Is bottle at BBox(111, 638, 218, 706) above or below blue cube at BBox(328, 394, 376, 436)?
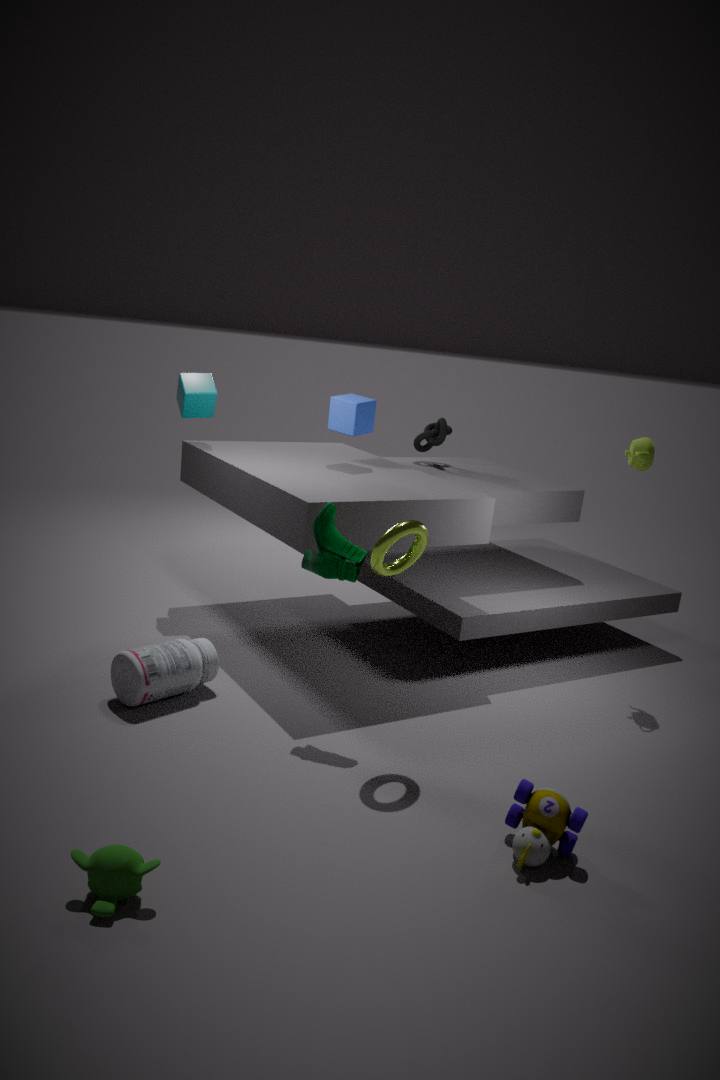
below
